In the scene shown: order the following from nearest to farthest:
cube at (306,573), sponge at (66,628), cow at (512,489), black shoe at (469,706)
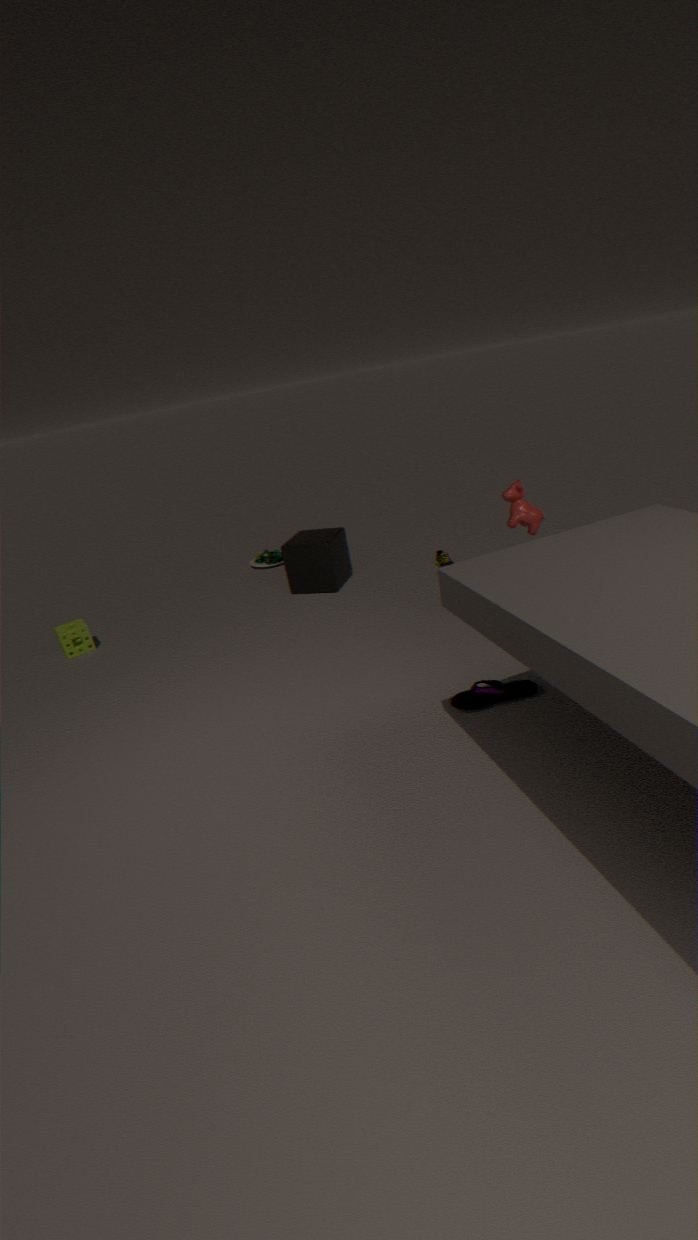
black shoe at (469,706) → cow at (512,489) → sponge at (66,628) → cube at (306,573)
